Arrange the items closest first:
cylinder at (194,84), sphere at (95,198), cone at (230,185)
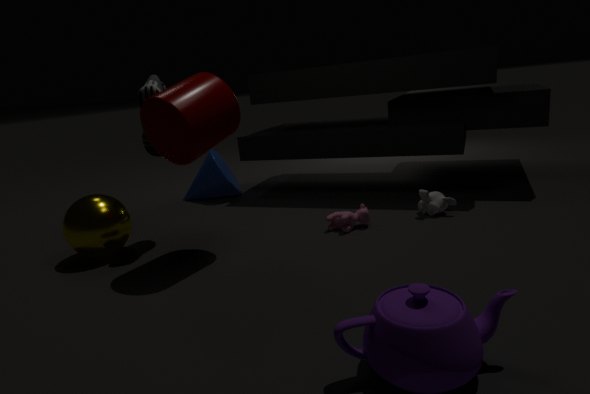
1. cylinder at (194,84)
2. sphere at (95,198)
3. cone at (230,185)
